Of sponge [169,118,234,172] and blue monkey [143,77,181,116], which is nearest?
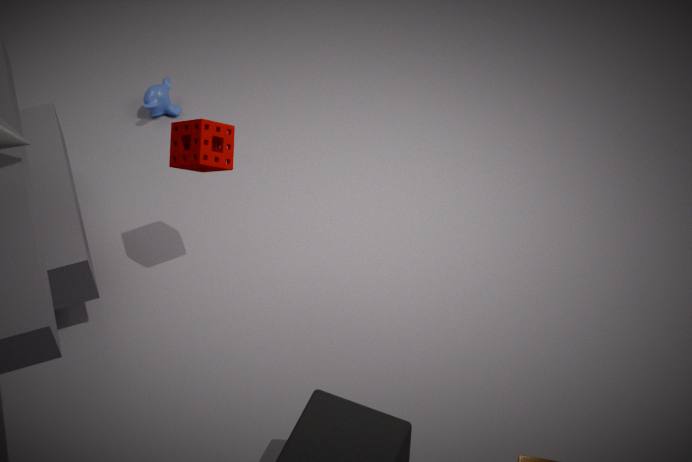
sponge [169,118,234,172]
